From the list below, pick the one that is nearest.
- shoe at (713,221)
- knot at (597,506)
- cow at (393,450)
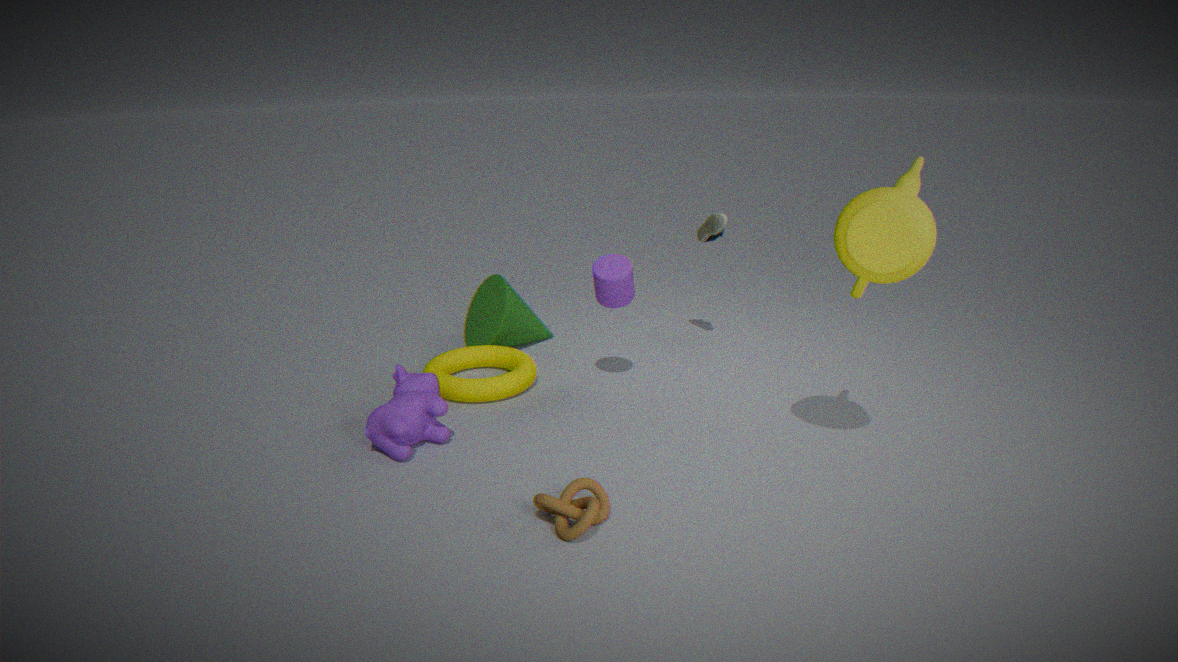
knot at (597,506)
